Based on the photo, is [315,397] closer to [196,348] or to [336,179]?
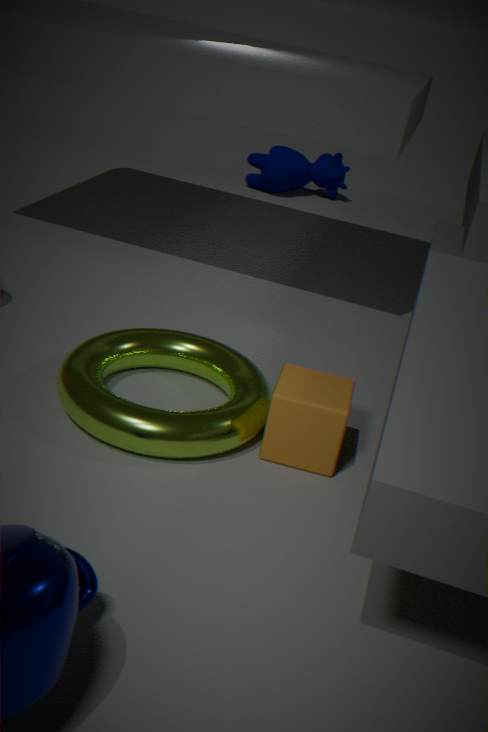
[196,348]
